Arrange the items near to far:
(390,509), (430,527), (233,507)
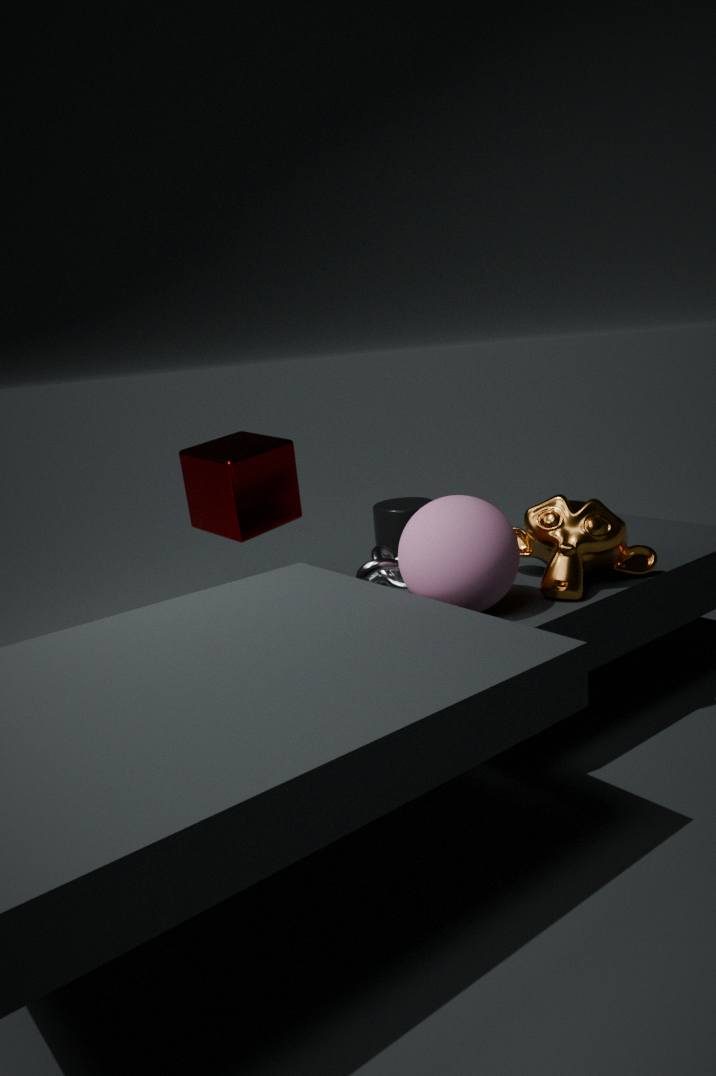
1. (430,527)
2. (233,507)
3. (390,509)
